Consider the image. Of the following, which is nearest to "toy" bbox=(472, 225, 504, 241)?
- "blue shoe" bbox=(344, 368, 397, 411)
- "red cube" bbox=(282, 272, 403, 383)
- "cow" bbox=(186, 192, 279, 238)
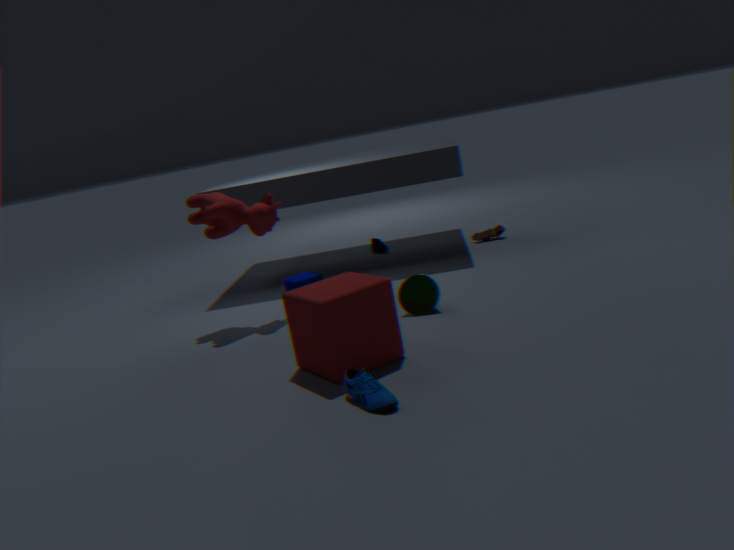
"cow" bbox=(186, 192, 279, 238)
